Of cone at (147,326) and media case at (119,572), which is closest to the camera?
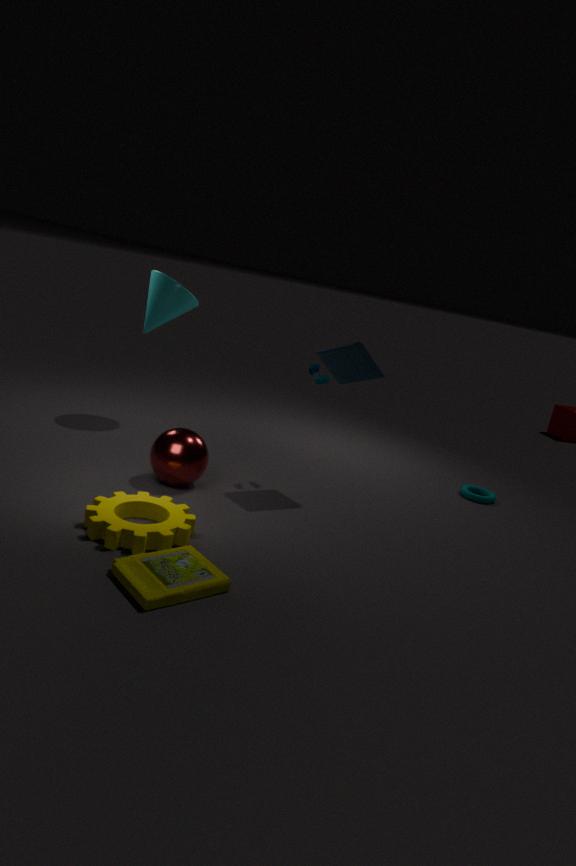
media case at (119,572)
